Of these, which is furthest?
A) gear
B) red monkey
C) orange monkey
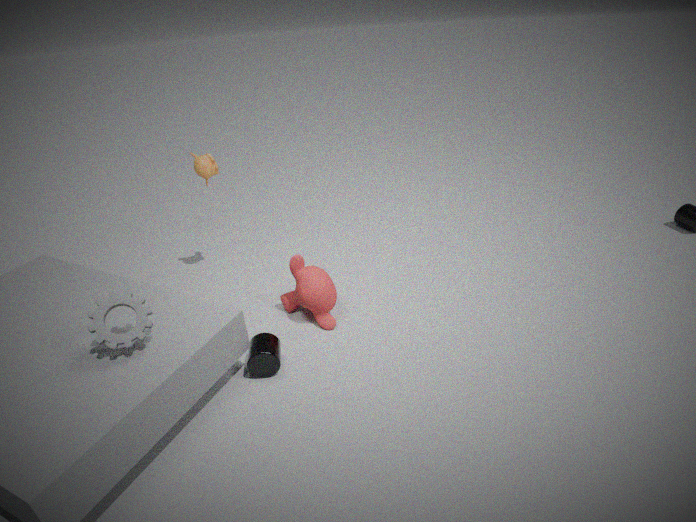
orange monkey
